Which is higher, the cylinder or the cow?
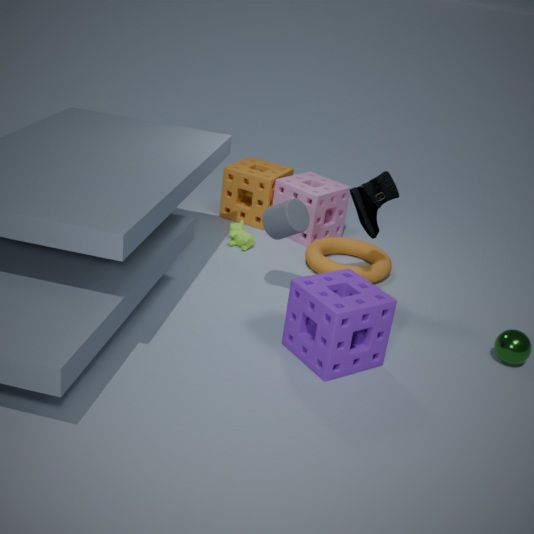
the cylinder
